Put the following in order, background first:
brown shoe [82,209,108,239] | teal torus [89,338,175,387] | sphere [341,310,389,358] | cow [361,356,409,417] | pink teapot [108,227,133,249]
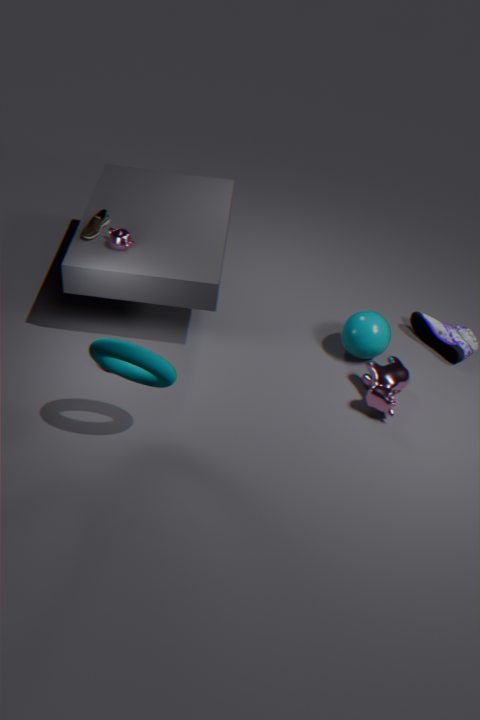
sphere [341,310,389,358]
brown shoe [82,209,108,239]
pink teapot [108,227,133,249]
cow [361,356,409,417]
teal torus [89,338,175,387]
